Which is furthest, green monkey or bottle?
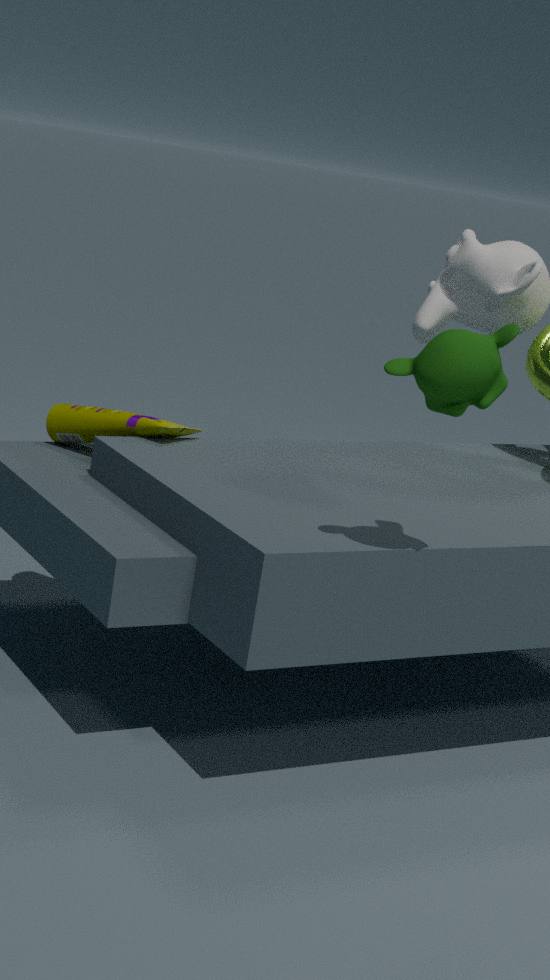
bottle
